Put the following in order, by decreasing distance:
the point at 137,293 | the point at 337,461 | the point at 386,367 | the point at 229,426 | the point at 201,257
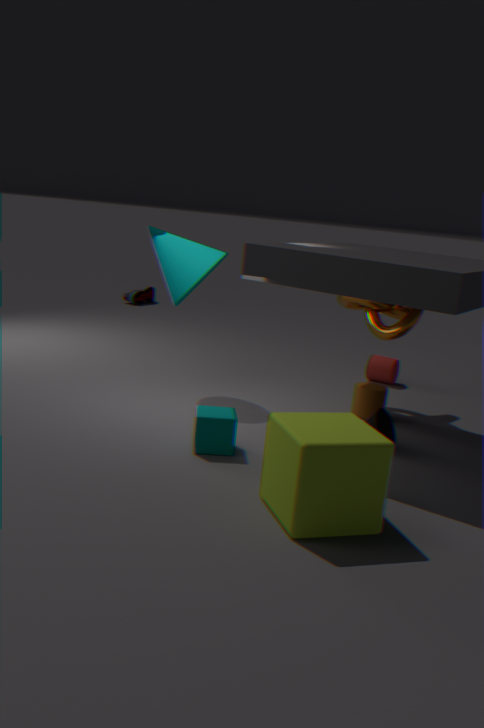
the point at 137,293
the point at 386,367
the point at 201,257
the point at 229,426
the point at 337,461
